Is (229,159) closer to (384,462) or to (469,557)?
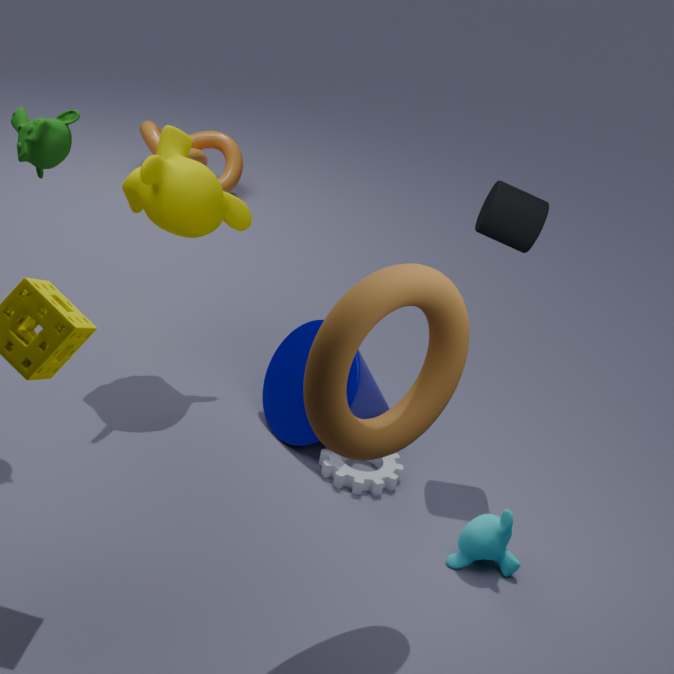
(384,462)
